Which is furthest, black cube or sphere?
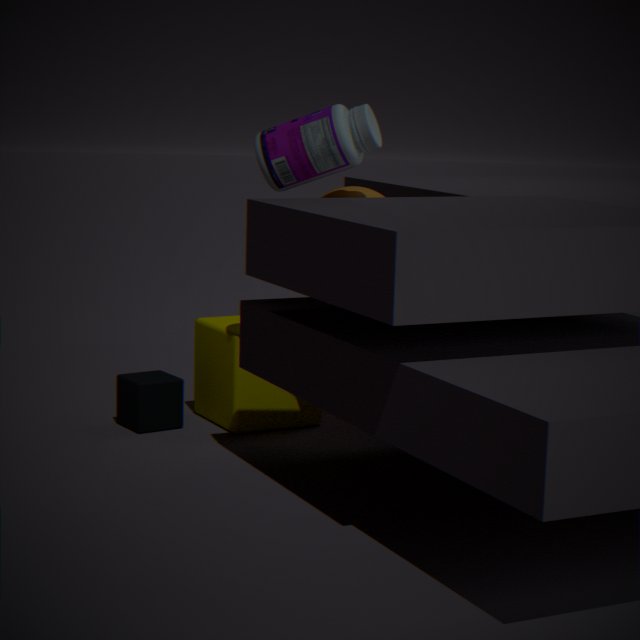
black cube
